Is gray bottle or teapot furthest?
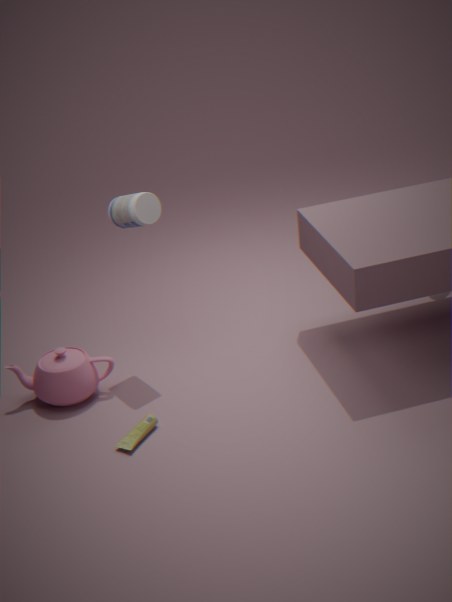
gray bottle
